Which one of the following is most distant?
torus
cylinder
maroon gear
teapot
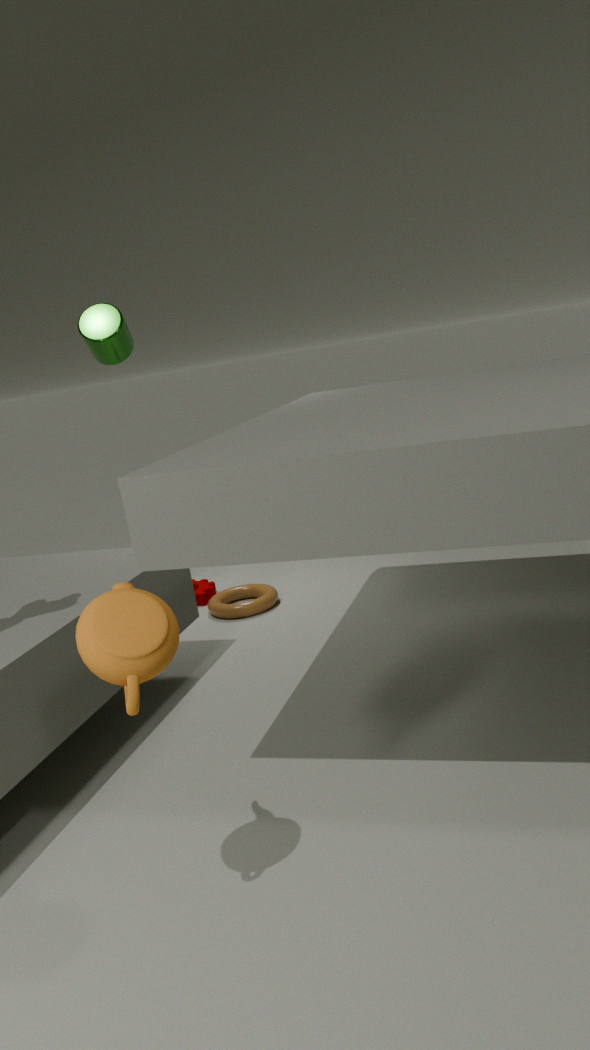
maroon gear
